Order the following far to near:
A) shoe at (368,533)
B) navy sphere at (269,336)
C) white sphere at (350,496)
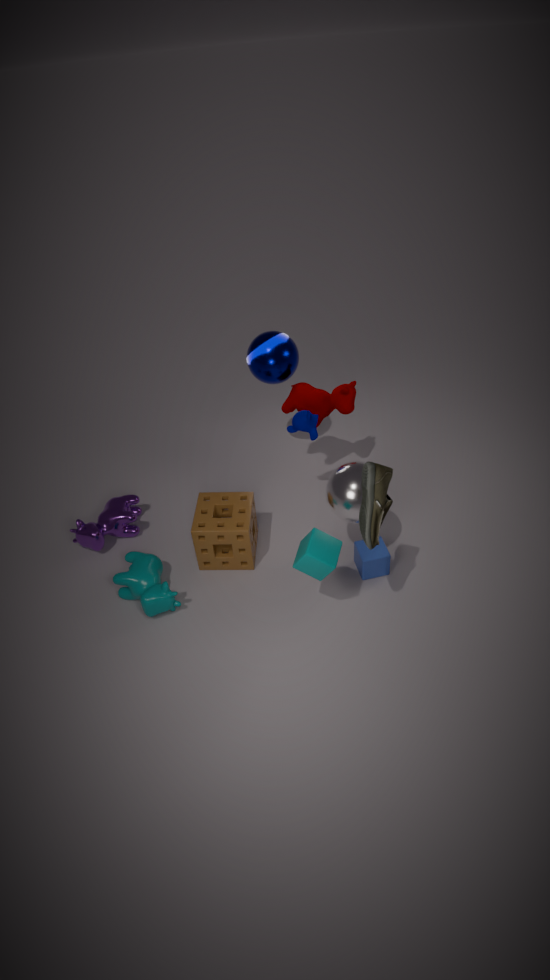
B. navy sphere at (269,336) < C. white sphere at (350,496) < A. shoe at (368,533)
